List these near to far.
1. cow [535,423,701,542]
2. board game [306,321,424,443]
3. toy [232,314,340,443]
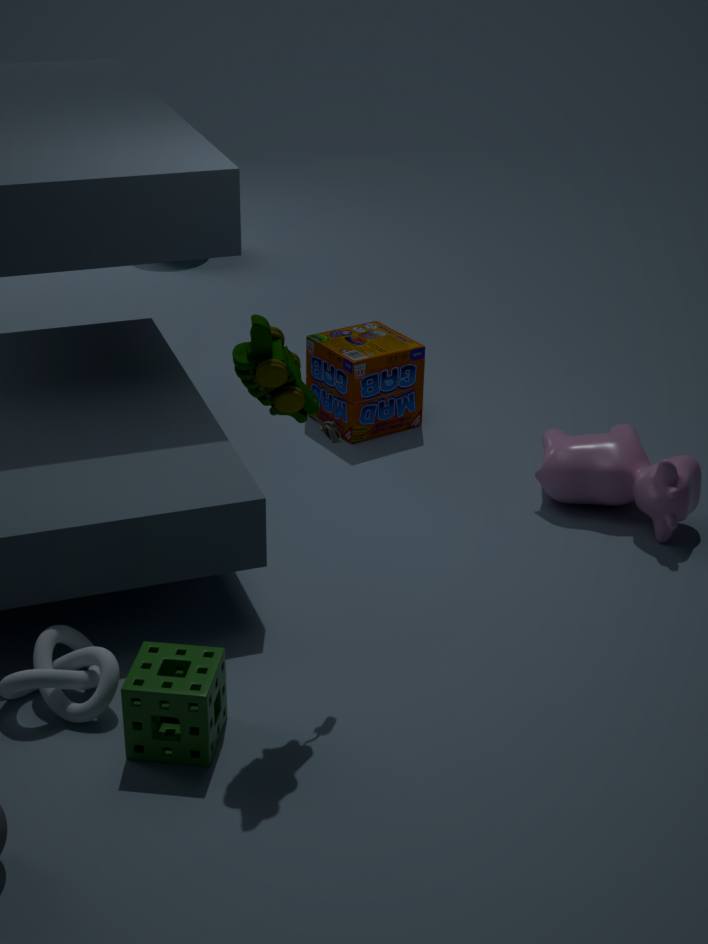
toy [232,314,340,443] < cow [535,423,701,542] < board game [306,321,424,443]
